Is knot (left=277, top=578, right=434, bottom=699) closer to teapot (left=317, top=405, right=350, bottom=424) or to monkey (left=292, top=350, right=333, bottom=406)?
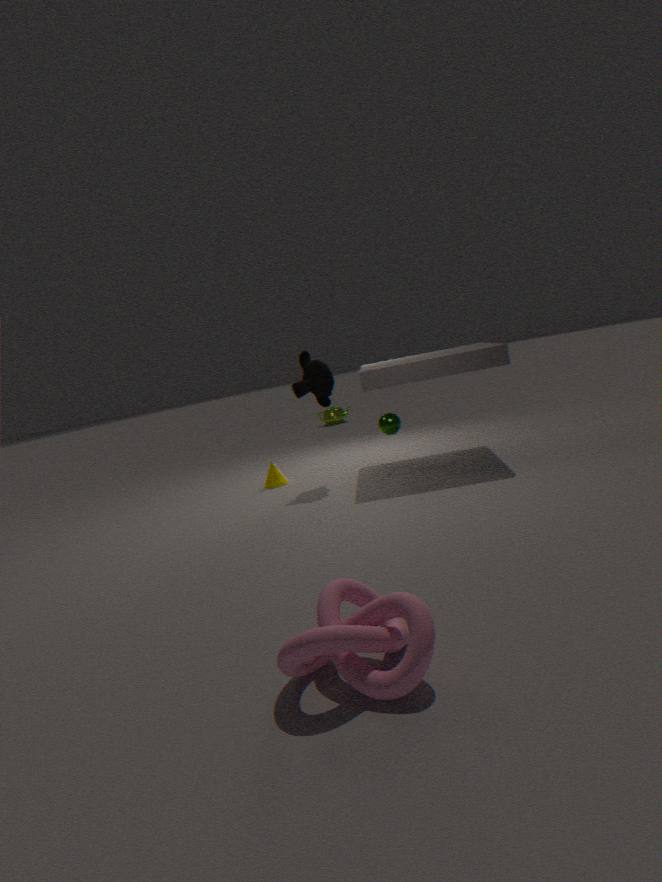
monkey (left=292, top=350, right=333, bottom=406)
